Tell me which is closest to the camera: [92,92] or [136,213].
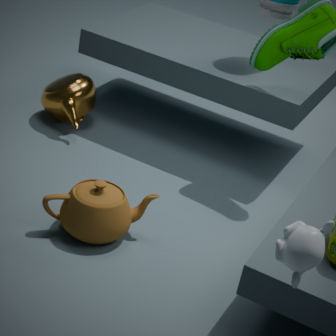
[136,213]
